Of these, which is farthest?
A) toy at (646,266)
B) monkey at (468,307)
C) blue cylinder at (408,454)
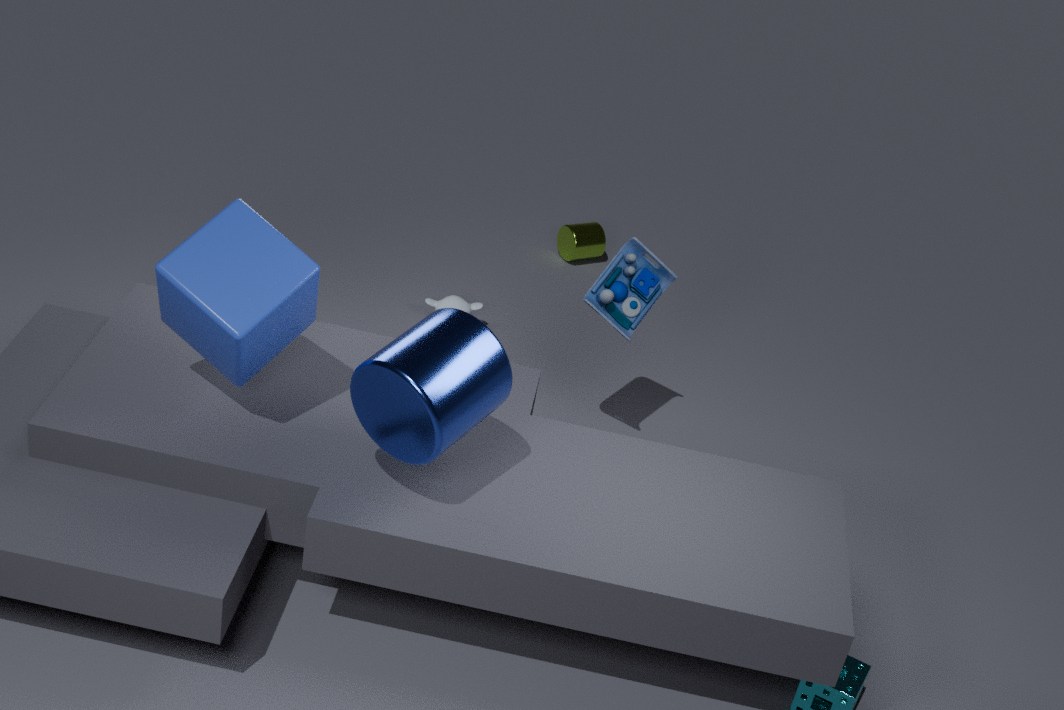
monkey at (468,307)
